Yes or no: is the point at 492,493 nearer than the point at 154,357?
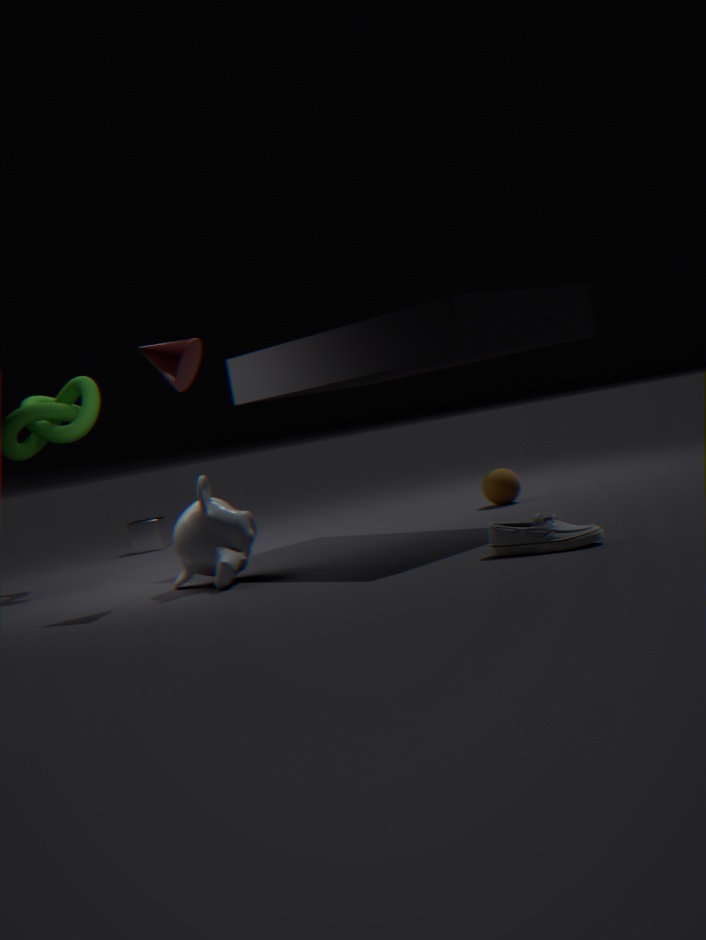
No
